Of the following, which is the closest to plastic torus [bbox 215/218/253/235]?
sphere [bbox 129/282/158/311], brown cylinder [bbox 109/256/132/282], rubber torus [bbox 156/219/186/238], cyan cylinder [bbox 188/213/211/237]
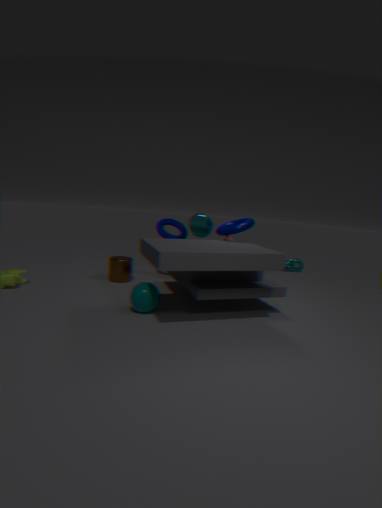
cyan cylinder [bbox 188/213/211/237]
